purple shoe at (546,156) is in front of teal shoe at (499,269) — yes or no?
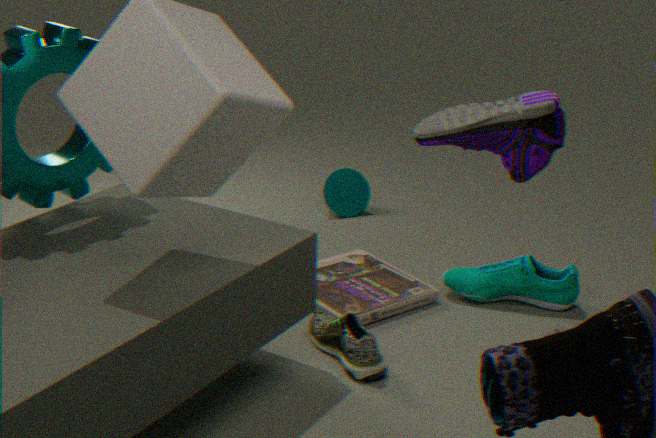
Yes
